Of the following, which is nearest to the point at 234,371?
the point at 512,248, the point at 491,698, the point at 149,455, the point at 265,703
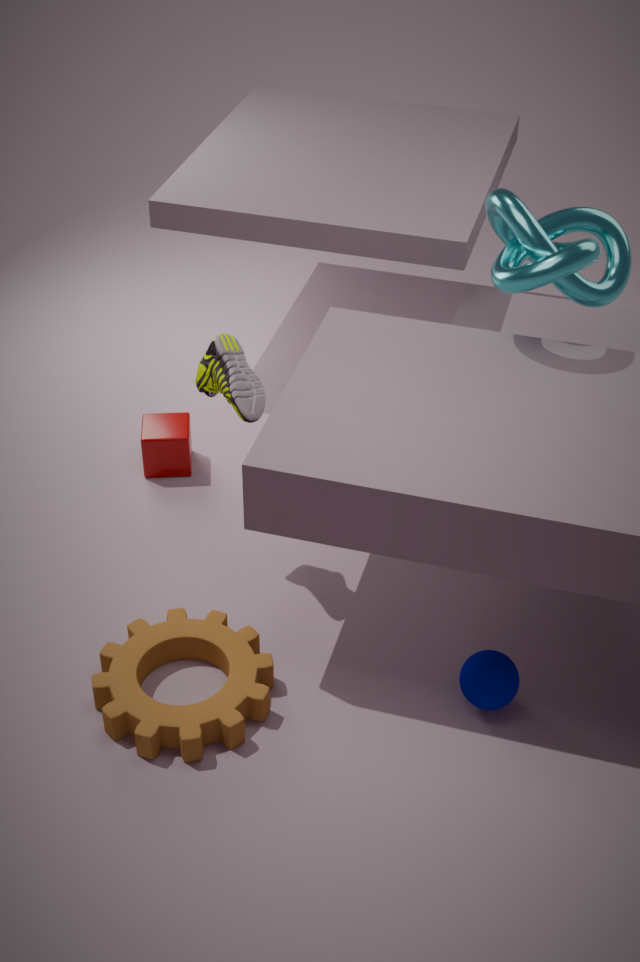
the point at 149,455
